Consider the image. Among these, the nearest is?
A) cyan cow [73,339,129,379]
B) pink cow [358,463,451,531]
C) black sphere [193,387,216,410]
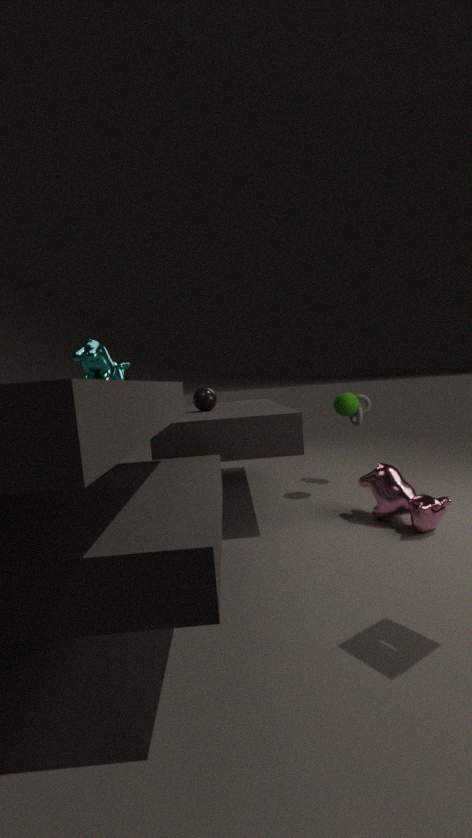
cyan cow [73,339,129,379]
